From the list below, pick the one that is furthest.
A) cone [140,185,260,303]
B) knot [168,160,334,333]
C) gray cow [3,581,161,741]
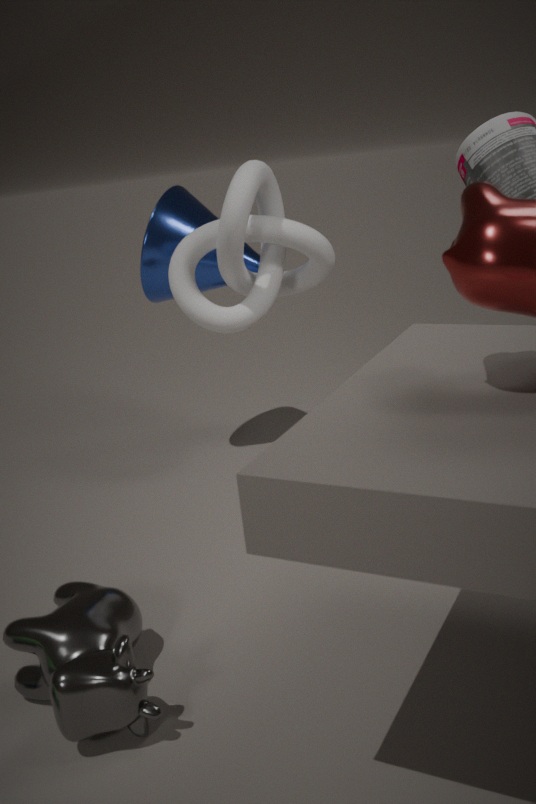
cone [140,185,260,303]
